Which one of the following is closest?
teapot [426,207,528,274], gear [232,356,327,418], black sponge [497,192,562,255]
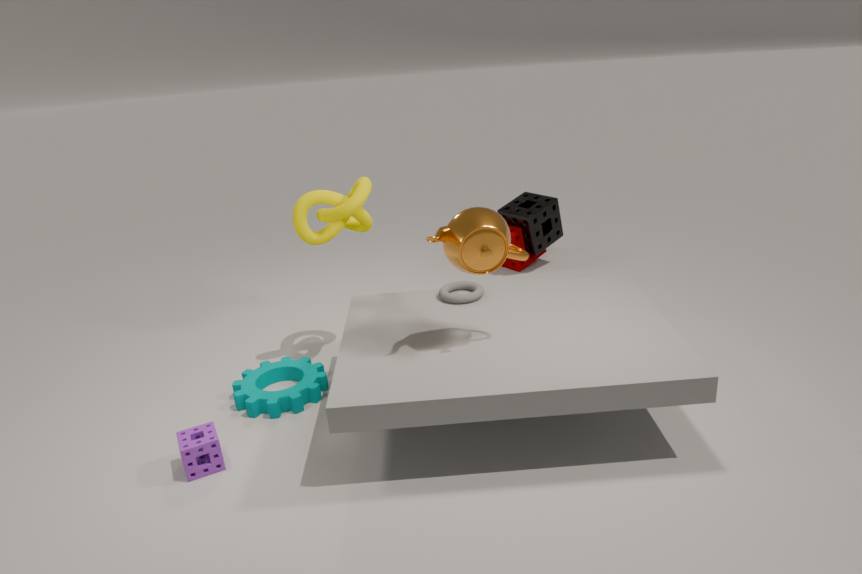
teapot [426,207,528,274]
